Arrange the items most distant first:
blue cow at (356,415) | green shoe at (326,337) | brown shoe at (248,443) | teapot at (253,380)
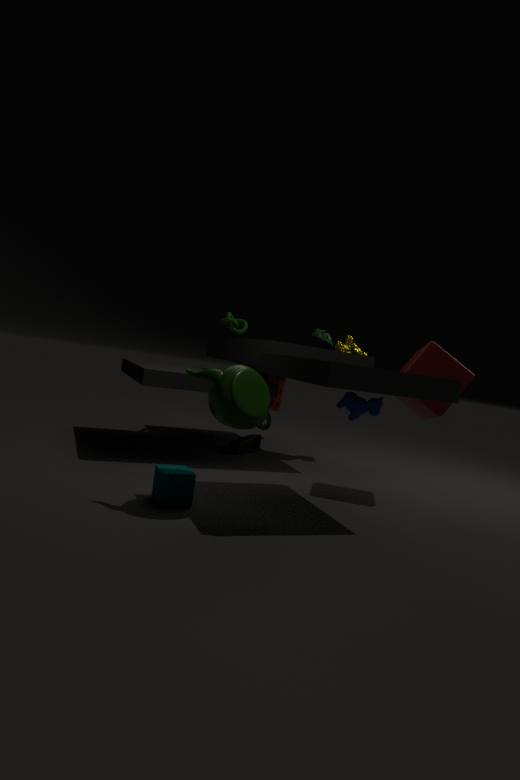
1. green shoe at (326,337)
2. brown shoe at (248,443)
3. blue cow at (356,415)
4. teapot at (253,380)
